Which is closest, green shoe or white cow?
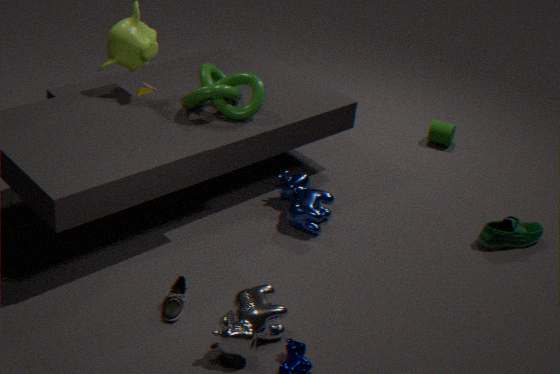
white cow
